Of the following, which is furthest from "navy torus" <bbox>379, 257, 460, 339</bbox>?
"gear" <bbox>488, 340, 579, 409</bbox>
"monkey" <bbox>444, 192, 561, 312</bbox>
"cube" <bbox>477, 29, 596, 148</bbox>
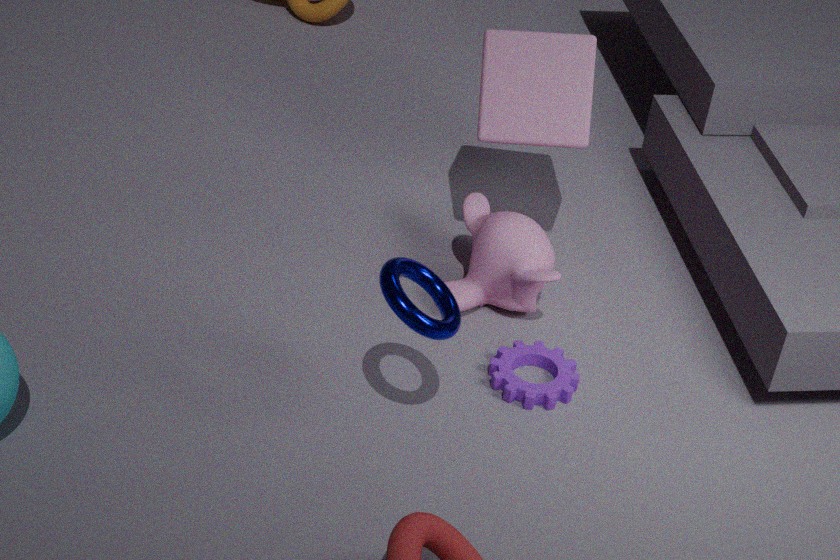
"cube" <bbox>477, 29, 596, 148</bbox>
